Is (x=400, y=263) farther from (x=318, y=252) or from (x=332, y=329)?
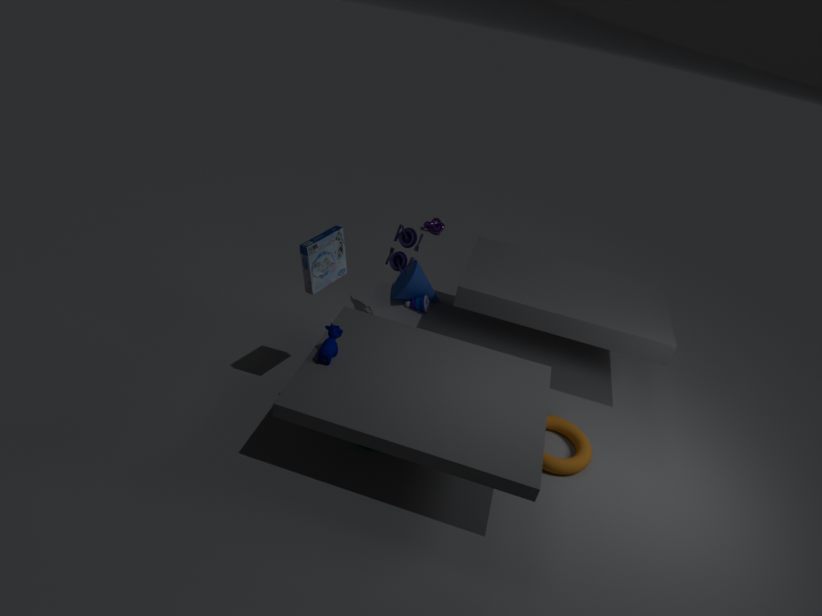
(x=332, y=329)
